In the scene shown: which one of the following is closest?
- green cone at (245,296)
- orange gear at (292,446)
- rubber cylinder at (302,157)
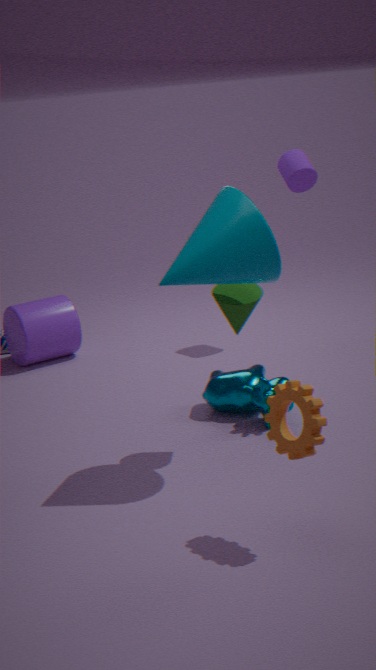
orange gear at (292,446)
